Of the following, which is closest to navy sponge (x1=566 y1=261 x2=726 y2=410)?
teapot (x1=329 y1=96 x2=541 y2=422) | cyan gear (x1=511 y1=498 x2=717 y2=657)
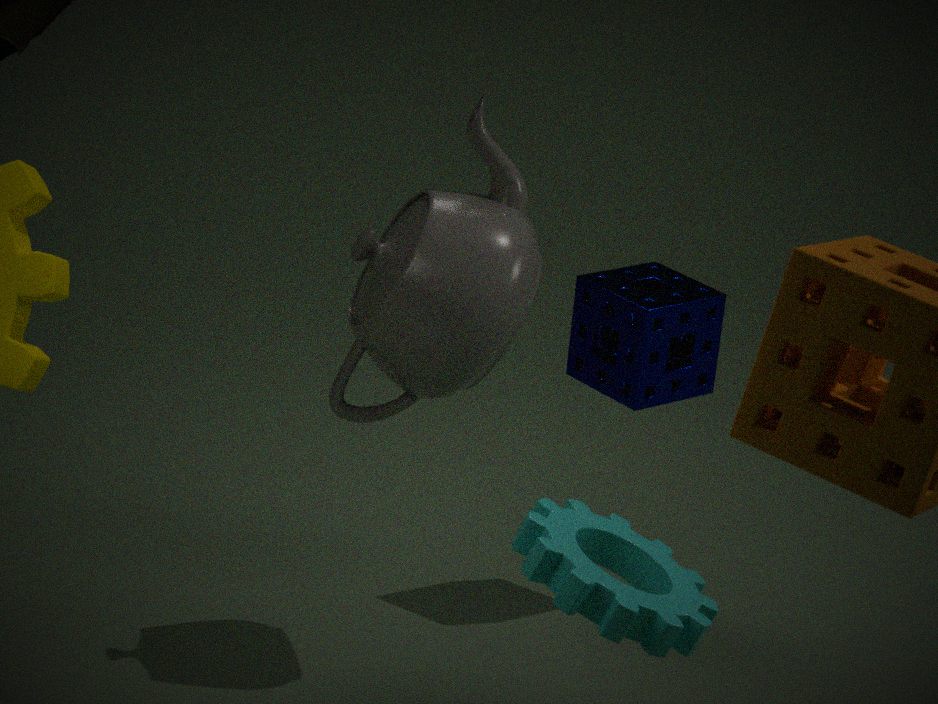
teapot (x1=329 y1=96 x2=541 y2=422)
